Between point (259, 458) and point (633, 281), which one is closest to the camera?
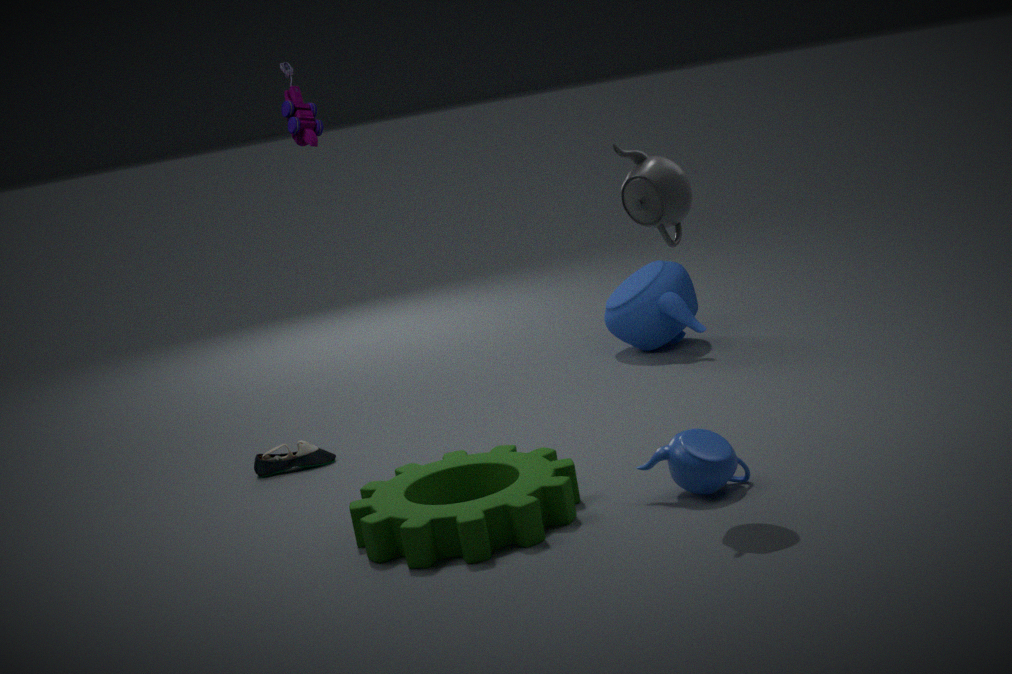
point (259, 458)
